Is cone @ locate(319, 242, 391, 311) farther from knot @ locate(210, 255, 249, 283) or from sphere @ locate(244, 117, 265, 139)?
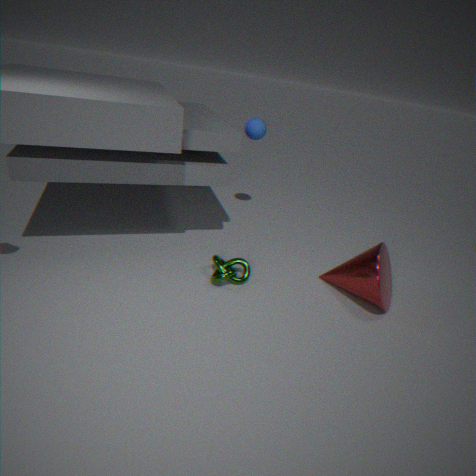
sphere @ locate(244, 117, 265, 139)
